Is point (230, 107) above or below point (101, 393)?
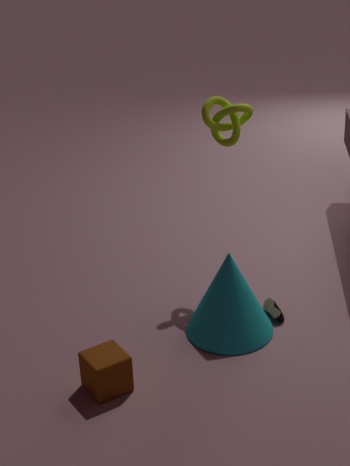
above
